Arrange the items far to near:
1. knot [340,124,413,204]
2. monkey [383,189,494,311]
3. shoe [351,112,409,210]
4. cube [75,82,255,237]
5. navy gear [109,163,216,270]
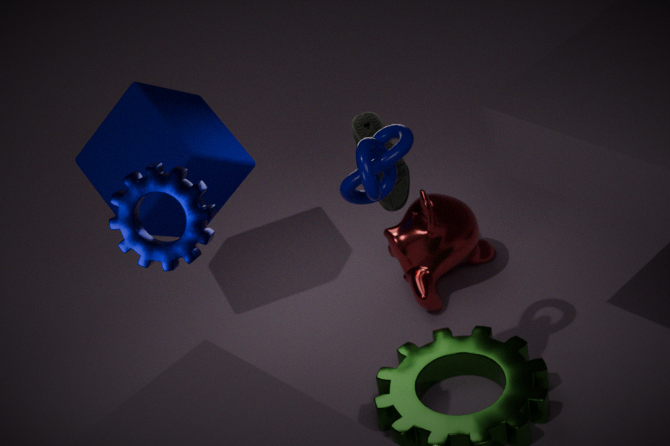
monkey [383,189,494,311], shoe [351,112,409,210], cube [75,82,255,237], knot [340,124,413,204], navy gear [109,163,216,270]
